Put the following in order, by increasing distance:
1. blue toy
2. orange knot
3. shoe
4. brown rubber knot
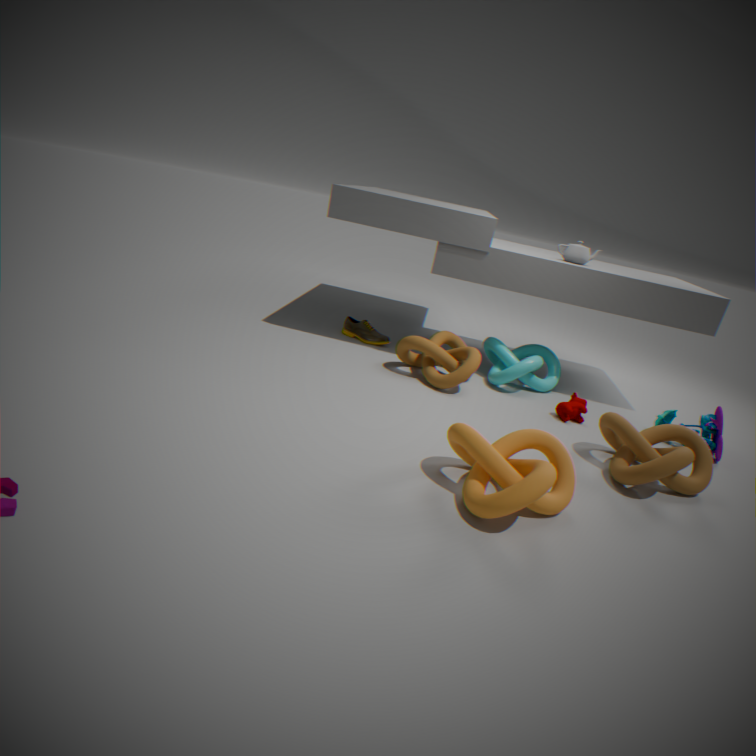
A: 1. orange knot
2. brown rubber knot
3. blue toy
4. shoe
